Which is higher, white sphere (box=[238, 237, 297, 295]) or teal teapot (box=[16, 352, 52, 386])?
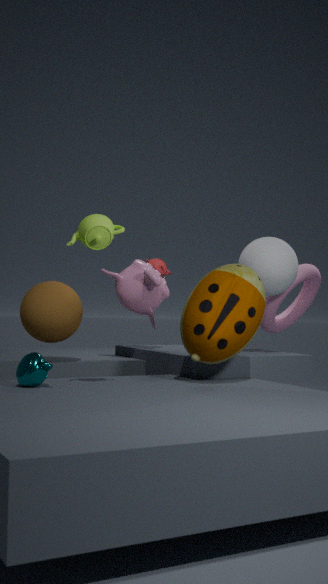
white sphere (box=[238, 237, 297, 295])
